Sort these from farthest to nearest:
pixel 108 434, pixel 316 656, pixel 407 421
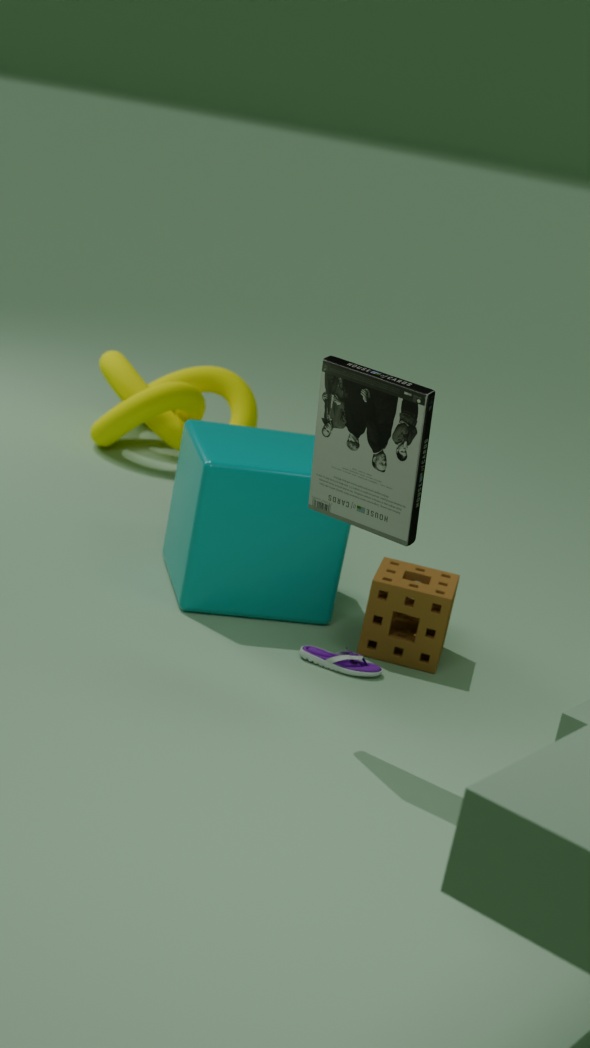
pixel 108 434
pixel 316 656
pixel 407 421
